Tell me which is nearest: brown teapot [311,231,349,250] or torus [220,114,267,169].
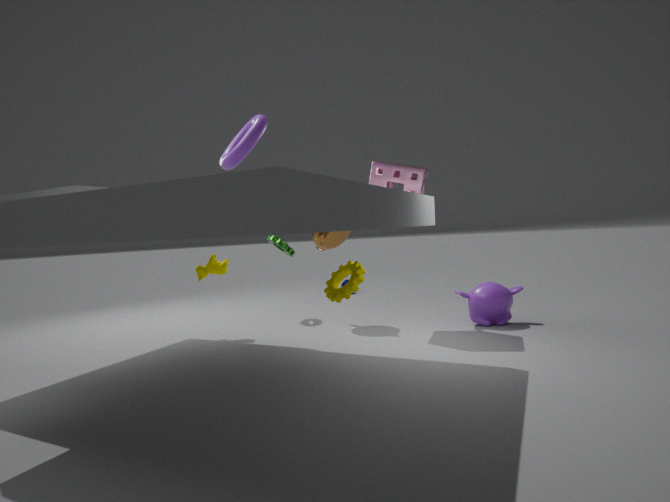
torus [220,114,267,169]
